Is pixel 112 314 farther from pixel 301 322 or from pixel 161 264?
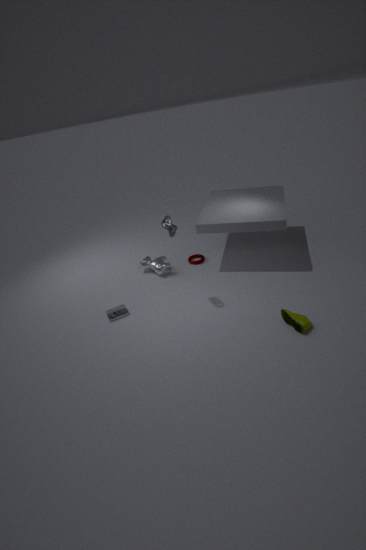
pixel 301 322
